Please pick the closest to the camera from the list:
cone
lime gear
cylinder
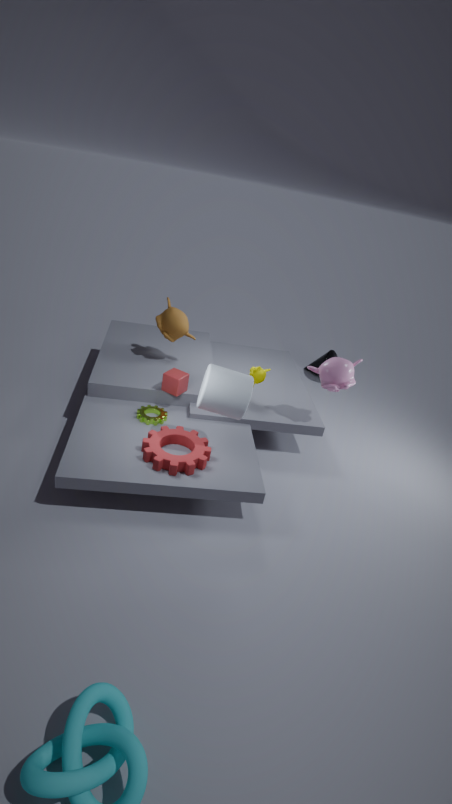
cylinder
